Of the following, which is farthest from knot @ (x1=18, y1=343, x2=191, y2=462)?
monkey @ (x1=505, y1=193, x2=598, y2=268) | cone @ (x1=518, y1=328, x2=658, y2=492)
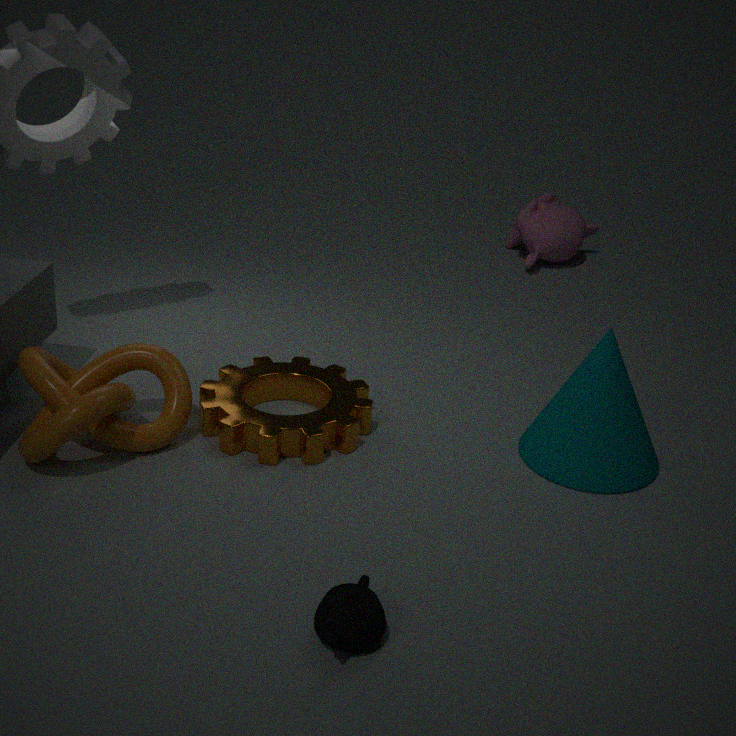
monkey @ (x1=505, y1=193, x2=598, y2=268)
